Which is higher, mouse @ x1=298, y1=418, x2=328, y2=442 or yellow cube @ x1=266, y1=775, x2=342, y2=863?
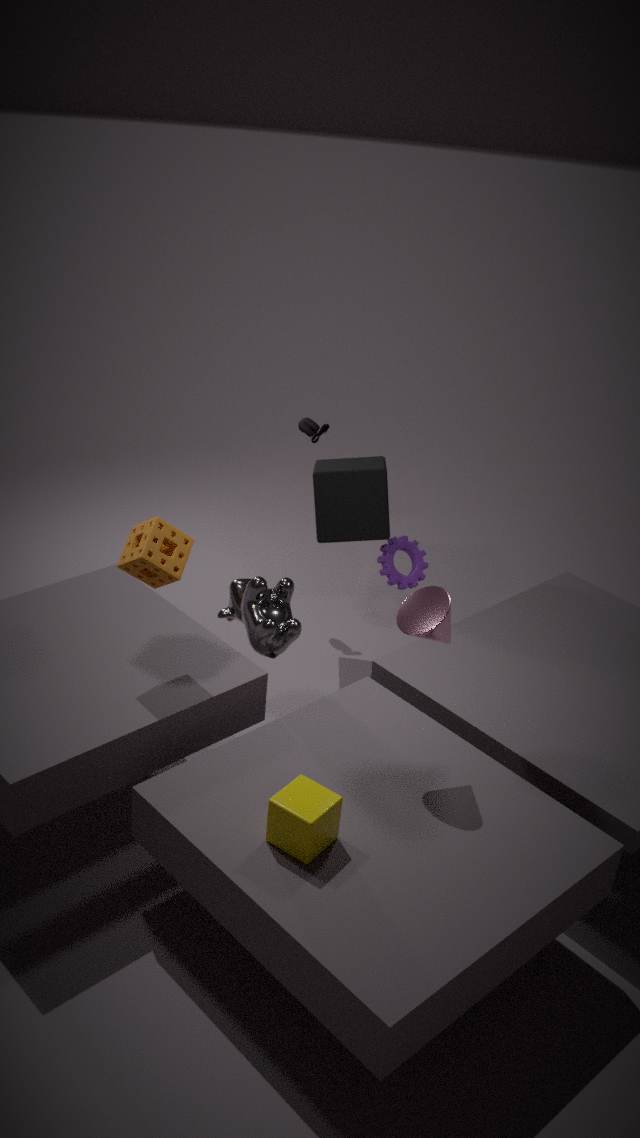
mouse @ x1=298, y1=418, x2=328, y2=442
